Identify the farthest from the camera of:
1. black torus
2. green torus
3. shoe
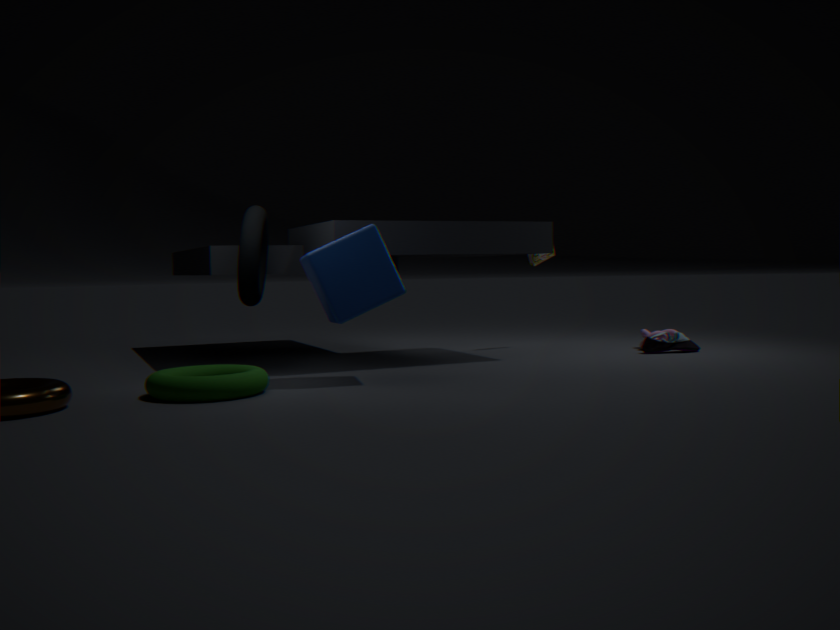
shoe
